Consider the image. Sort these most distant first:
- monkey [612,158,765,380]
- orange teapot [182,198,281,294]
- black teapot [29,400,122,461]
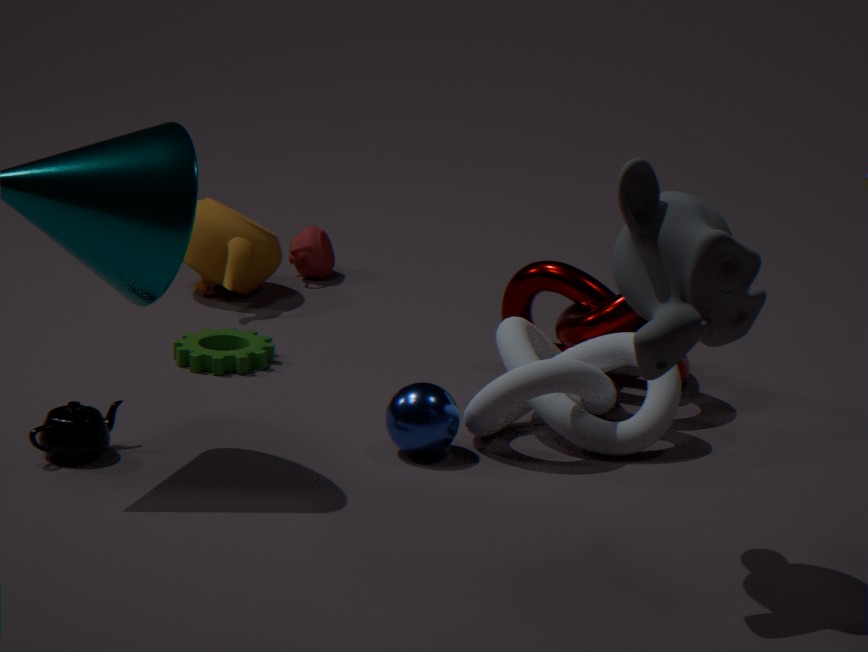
orange teapot [182,198,281,294], black teapot [29,400,122,461], monkey [612,158,765,380]
